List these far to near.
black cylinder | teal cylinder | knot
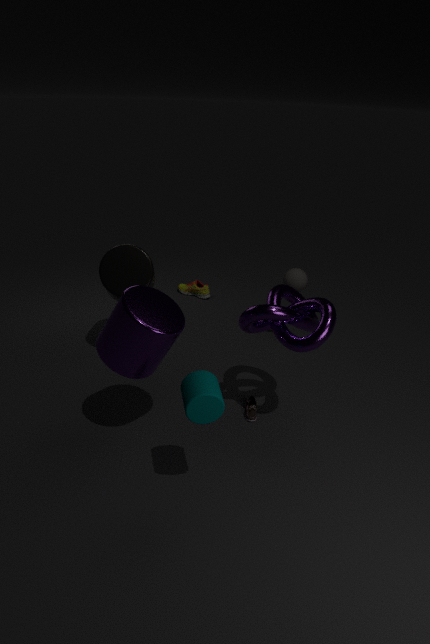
black cylinder
knot
teal cylinder
